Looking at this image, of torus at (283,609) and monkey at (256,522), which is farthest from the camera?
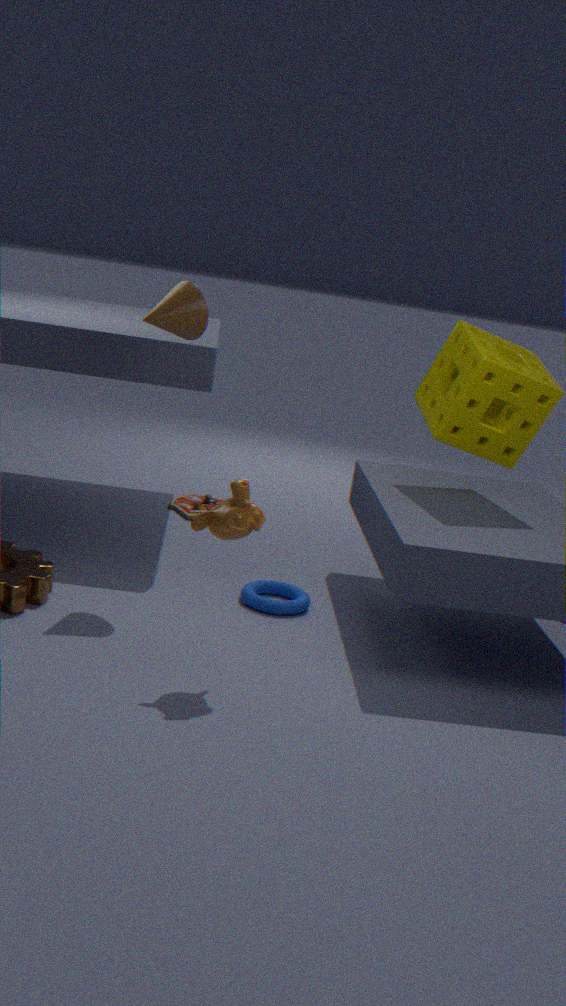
torus at (283,609)
